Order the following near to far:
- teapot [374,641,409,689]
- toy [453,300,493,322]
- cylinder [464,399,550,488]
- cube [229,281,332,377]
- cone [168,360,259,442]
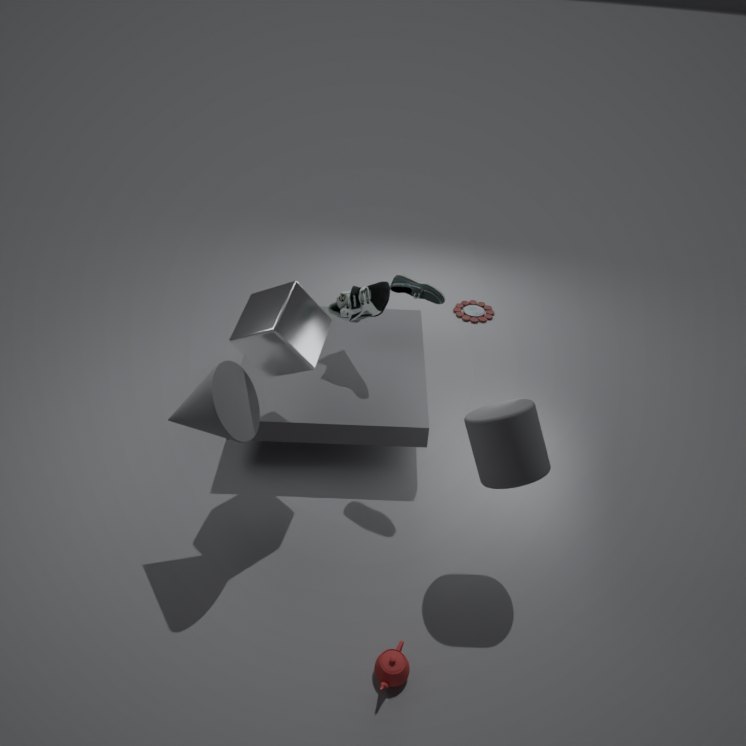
1. teapot [374,641,409,689]
2. cylinder [464,399,550,488]
3. cone [168,360,259,442]
4. cube [229,281,332,377]
5. toy [453,300,493,322]
